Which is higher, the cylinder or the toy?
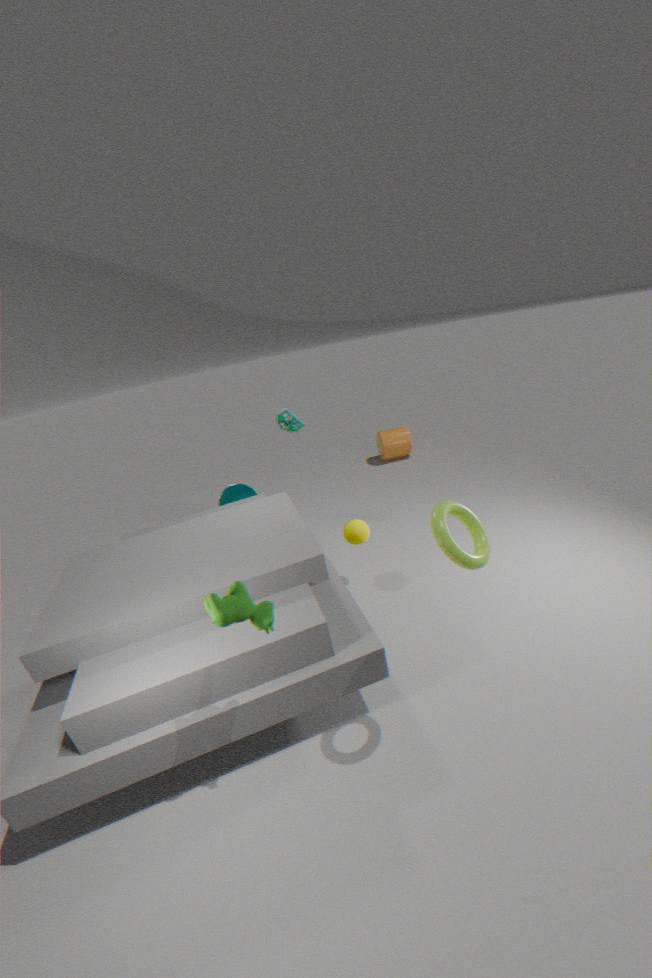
the toy
